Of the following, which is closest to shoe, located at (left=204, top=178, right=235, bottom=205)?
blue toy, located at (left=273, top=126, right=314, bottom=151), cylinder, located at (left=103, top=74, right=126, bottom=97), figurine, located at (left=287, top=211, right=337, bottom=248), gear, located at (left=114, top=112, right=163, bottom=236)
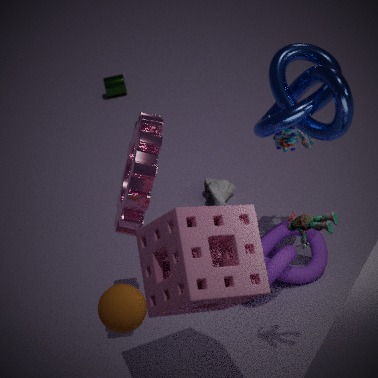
blue toy, located at (left=273, top=126, right=314, bottom=151)
